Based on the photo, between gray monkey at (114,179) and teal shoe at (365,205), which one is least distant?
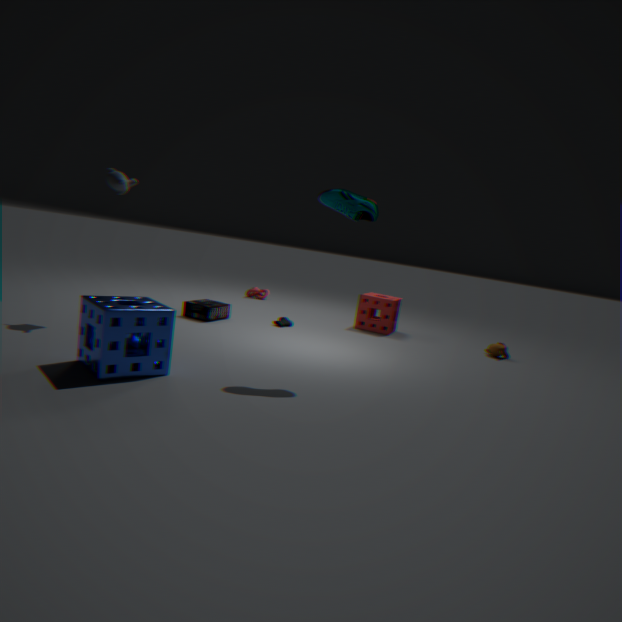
teal shoe at (365,205)
